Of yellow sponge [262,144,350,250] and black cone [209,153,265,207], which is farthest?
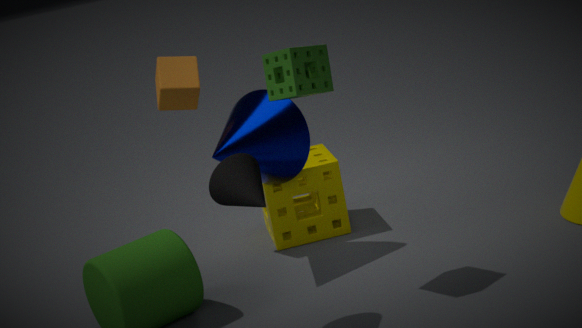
yellow sponge [262,144,350,250]
